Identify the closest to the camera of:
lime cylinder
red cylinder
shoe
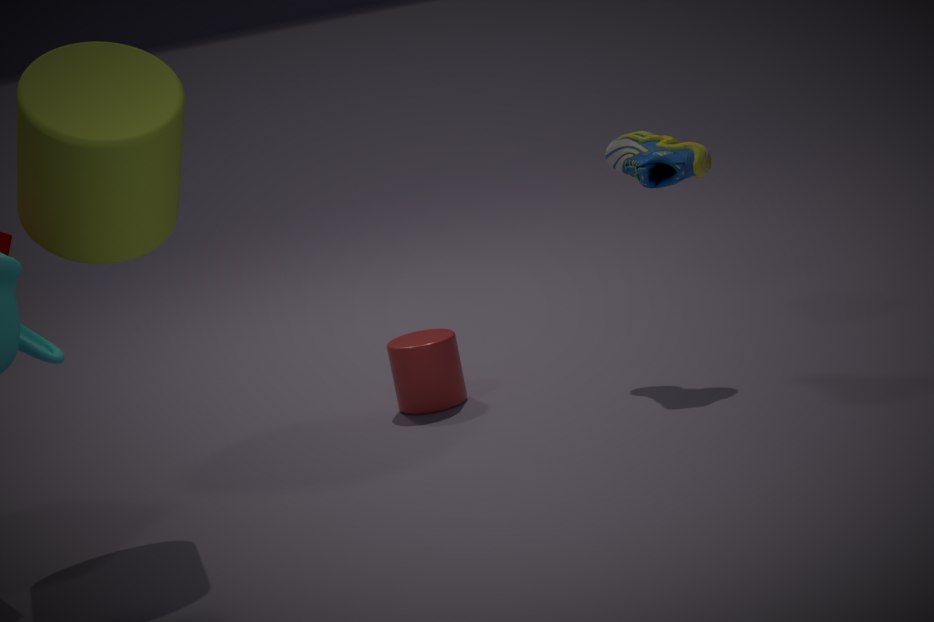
lime cylinder
